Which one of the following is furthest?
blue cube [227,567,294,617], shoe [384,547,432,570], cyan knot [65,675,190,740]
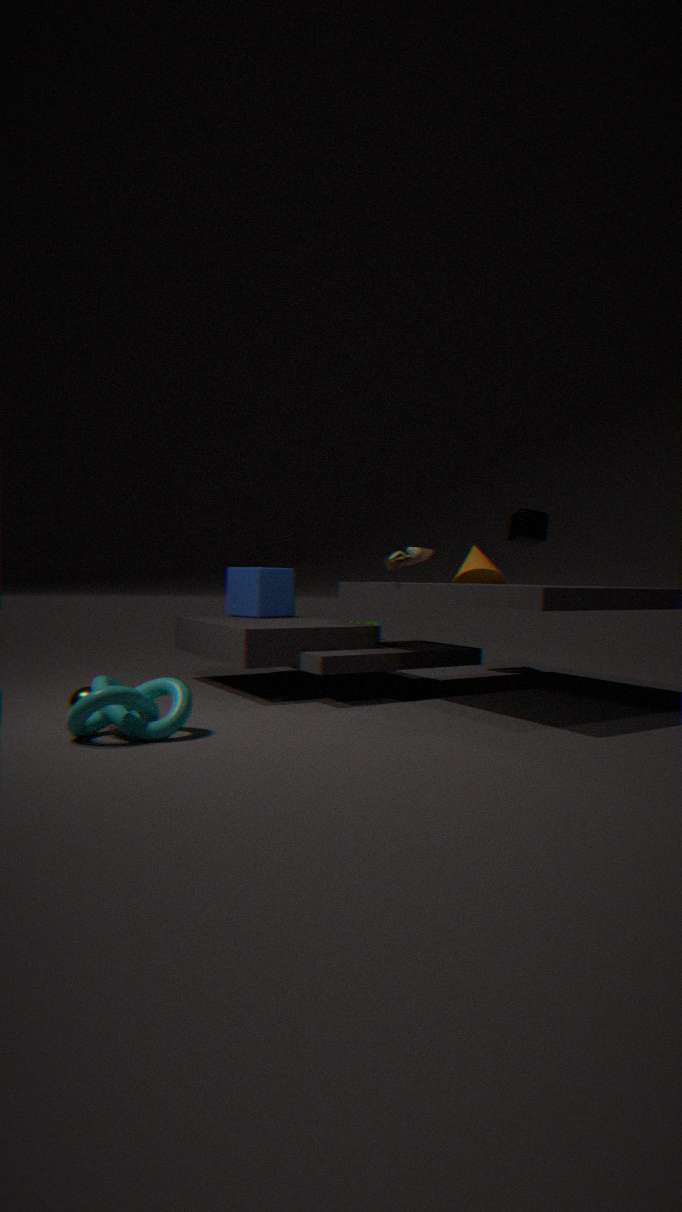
blue cube [227,567,294,617]
